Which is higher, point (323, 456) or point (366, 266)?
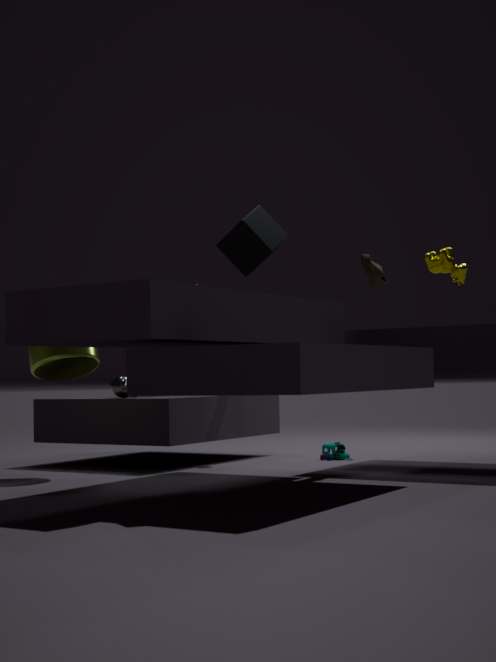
point (366, 266)
